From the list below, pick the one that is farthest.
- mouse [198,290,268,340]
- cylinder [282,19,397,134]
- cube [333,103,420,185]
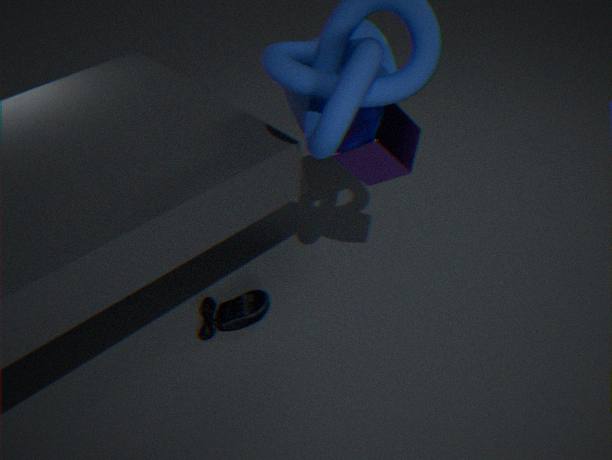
mouse [198,290,268,340]
